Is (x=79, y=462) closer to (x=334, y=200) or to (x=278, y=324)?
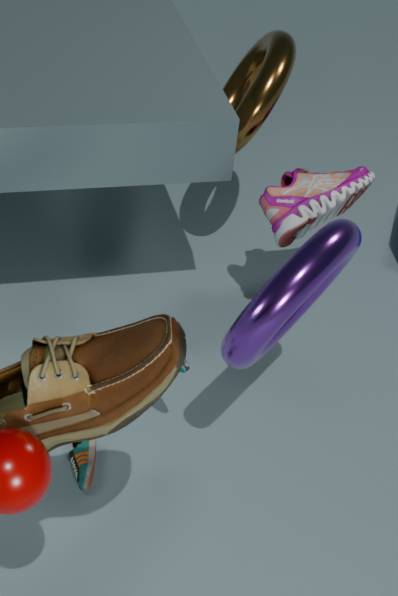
(x=278, y=324)
